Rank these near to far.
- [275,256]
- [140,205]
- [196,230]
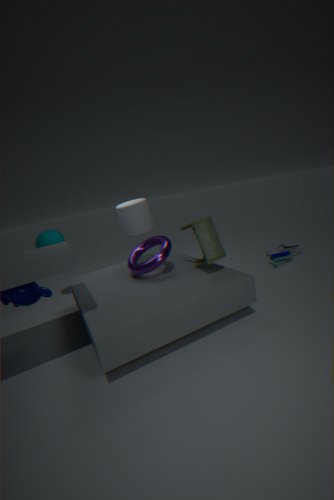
1. [196,230]
2. [140,205]
3. [275,256]
